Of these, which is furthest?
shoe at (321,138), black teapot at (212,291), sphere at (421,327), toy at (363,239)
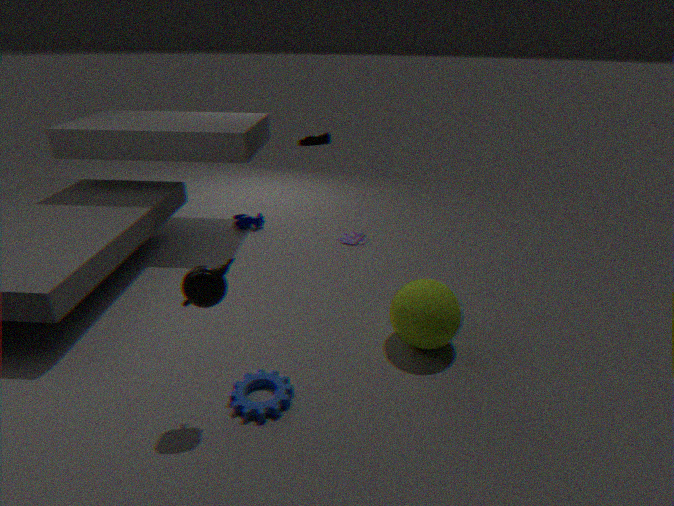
shoe at (321,138)
